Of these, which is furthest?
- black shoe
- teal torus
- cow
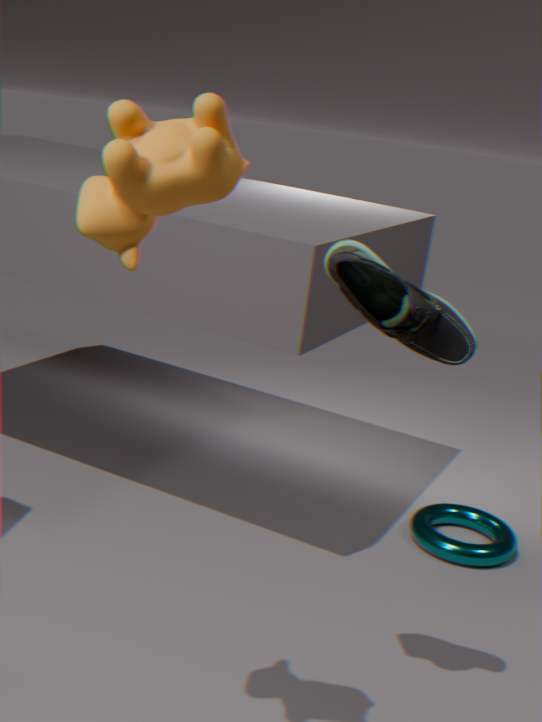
teal torus
